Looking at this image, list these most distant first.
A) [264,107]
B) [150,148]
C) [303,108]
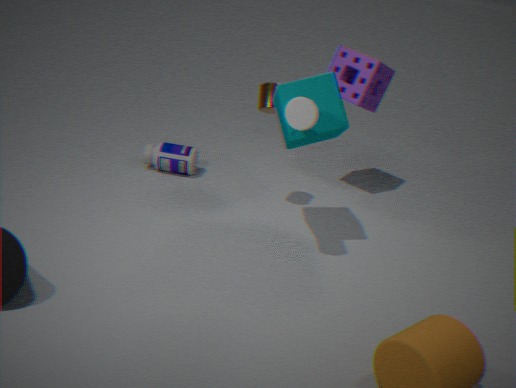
[150,148], [264,107], [303,108]
